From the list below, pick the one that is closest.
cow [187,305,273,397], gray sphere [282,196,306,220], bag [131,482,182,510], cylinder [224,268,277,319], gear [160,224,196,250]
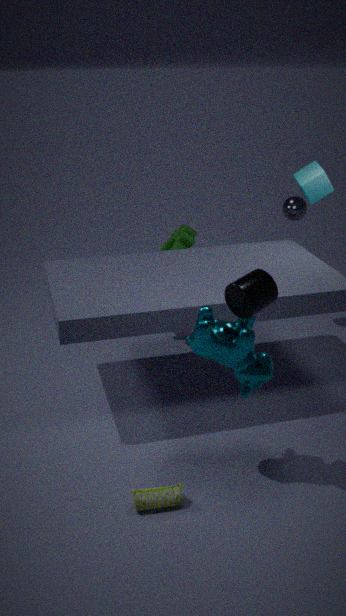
cylinder [224,268,277,319]
